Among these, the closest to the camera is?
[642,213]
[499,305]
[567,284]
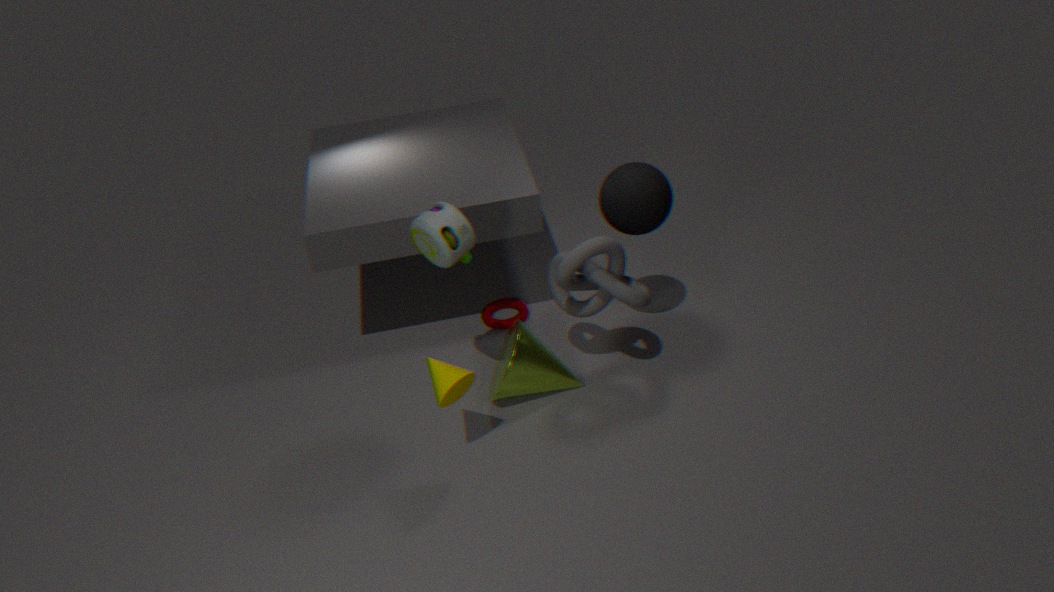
[567,284]
